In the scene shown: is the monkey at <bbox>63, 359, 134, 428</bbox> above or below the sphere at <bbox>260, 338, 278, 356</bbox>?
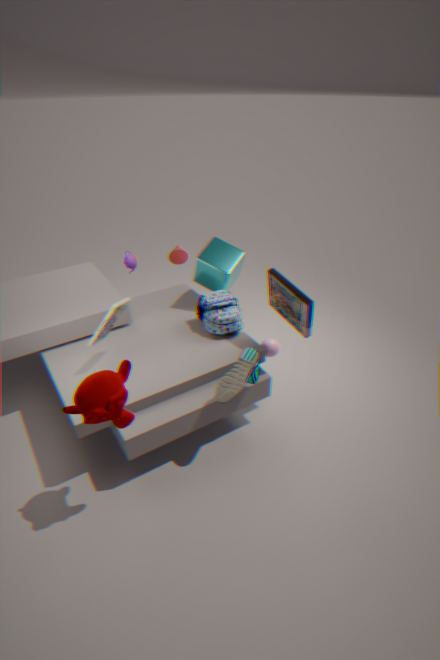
above
